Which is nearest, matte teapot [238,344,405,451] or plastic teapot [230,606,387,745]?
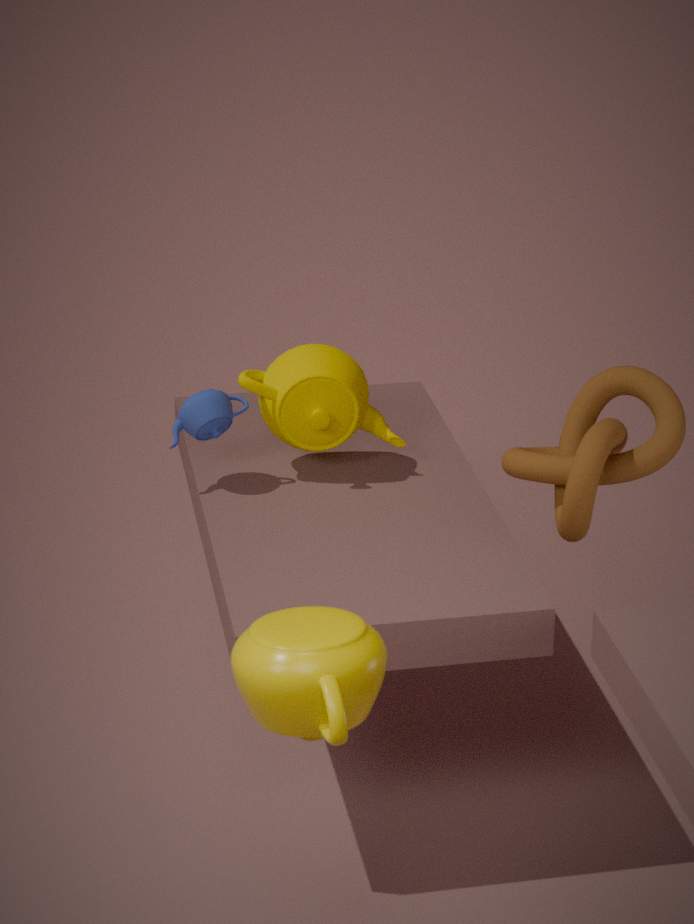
plastic teapot [230,606,387,745]
